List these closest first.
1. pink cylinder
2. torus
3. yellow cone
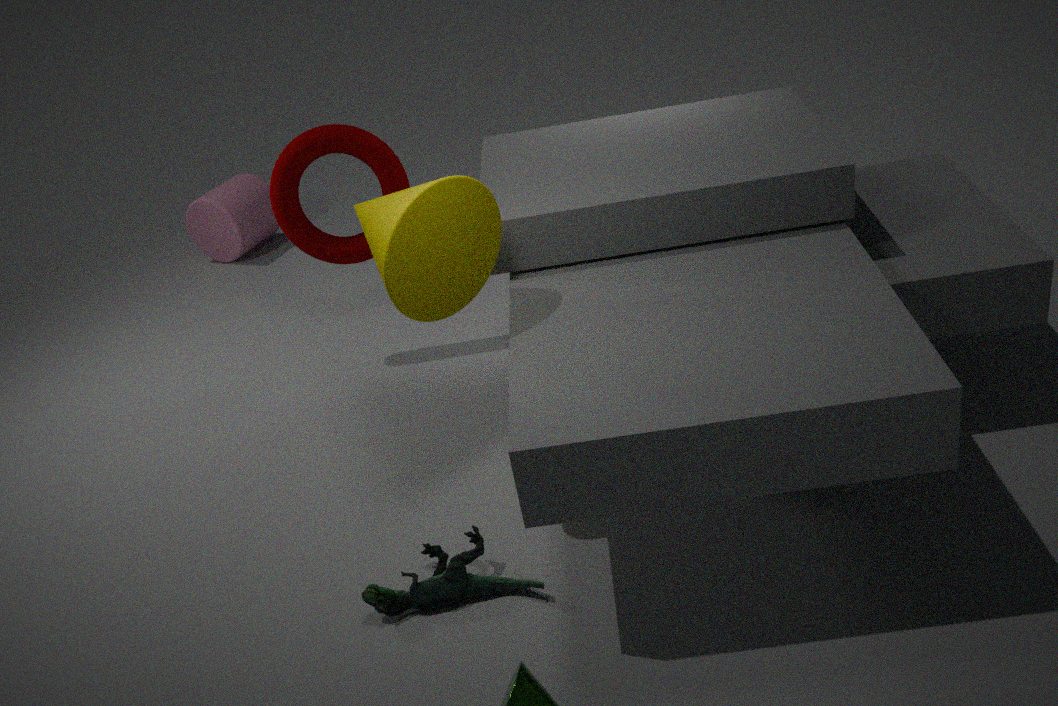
yellow cone < torus < pink cylinder
